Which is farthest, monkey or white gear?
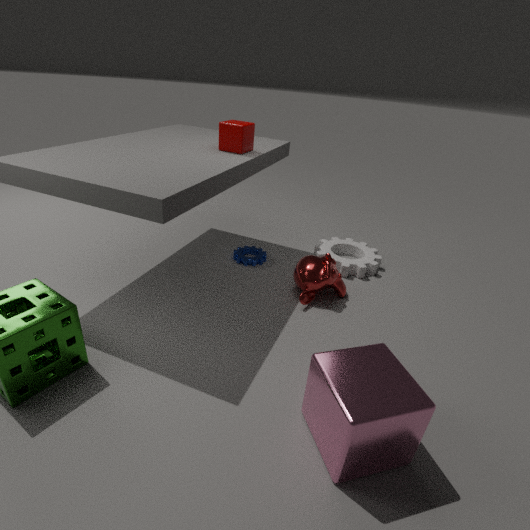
white gear
